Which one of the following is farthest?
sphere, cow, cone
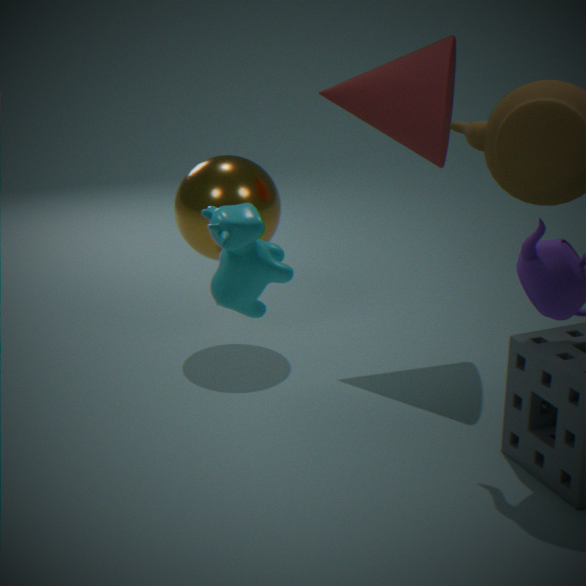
sphere
